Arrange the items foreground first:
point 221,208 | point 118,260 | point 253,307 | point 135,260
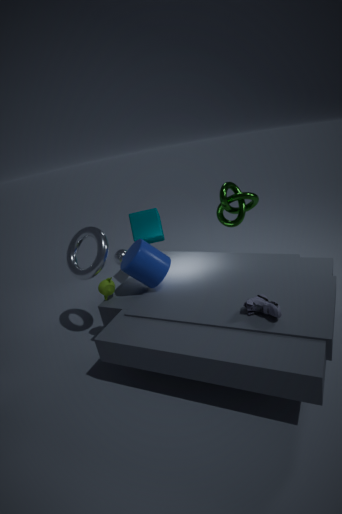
1. point 253,307
2. point 135,260
3. point 118,260
4. point 221,208
